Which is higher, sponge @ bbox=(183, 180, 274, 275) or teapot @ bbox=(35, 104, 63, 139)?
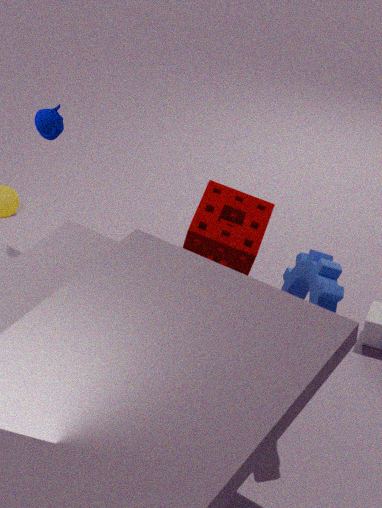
teapot @ bbox=(35, 104, 63, 139)
